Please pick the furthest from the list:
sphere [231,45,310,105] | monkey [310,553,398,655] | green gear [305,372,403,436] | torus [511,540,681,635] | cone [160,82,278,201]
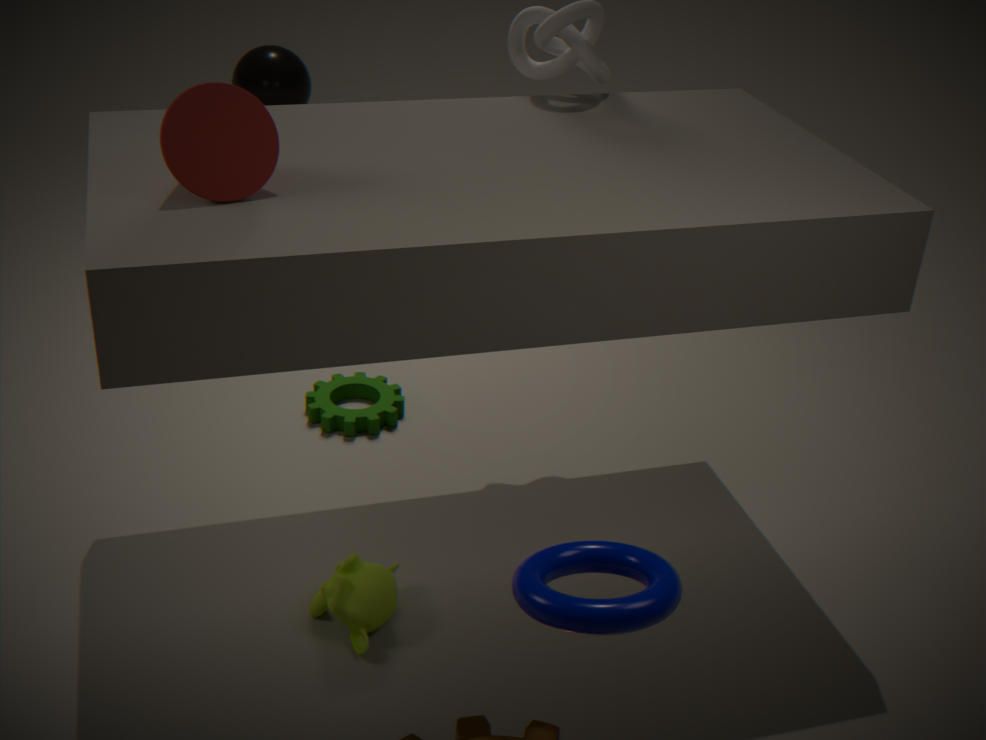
sphere [231,45,310,105]
